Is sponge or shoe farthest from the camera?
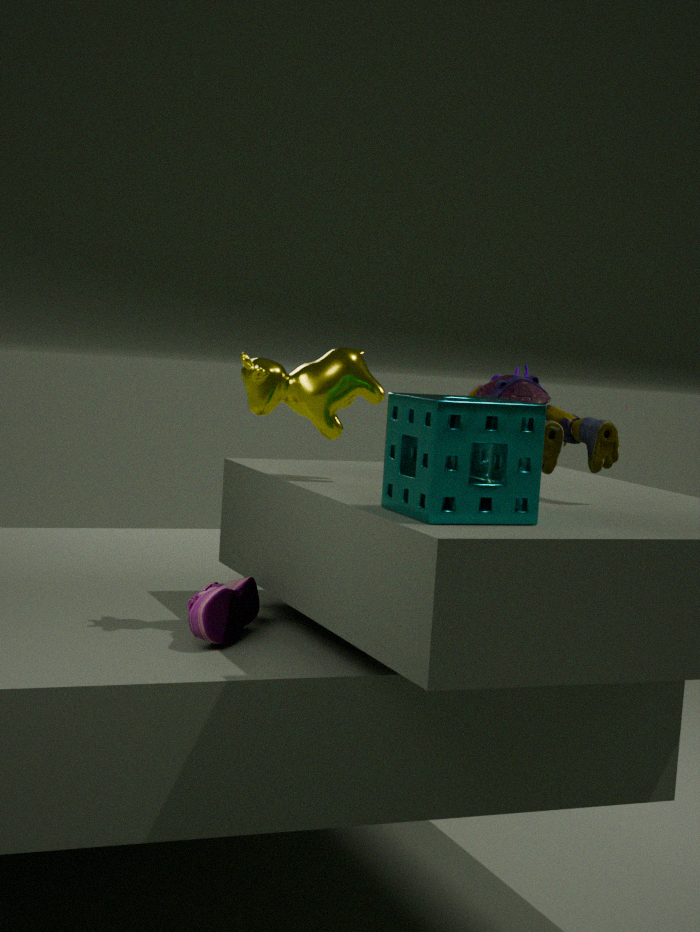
shoe
